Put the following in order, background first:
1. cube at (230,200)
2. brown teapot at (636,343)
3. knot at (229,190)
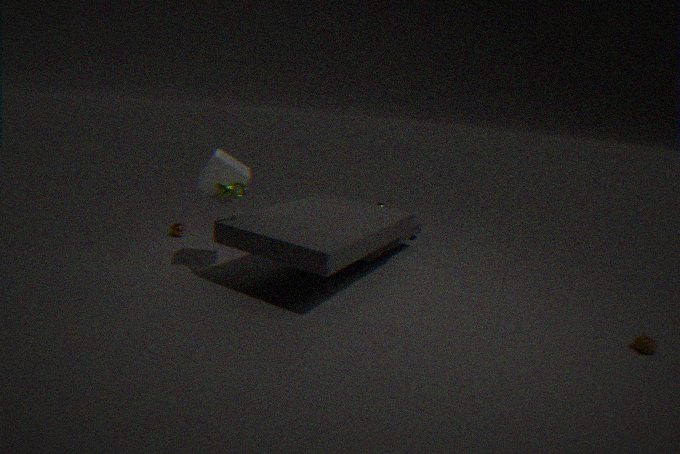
cube at (230,200) → knot at (229,190) → brown teapot at (636,343)
